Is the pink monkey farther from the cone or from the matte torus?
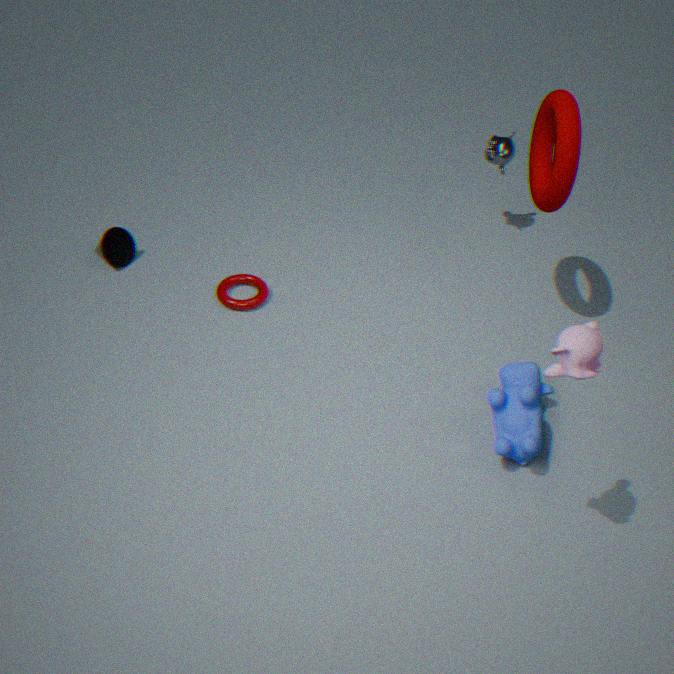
the cone
